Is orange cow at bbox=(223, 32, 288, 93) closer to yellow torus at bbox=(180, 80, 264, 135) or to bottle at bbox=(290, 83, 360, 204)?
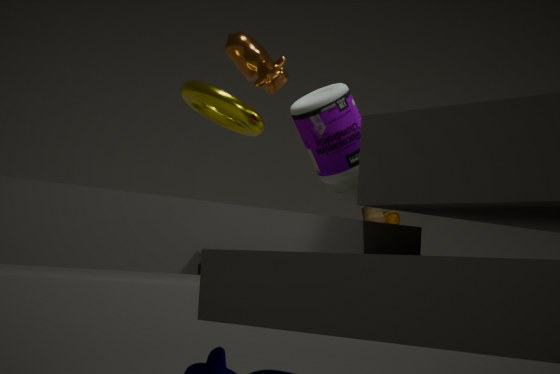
yellow torus at bbox=(180, 80, 264, 135)
